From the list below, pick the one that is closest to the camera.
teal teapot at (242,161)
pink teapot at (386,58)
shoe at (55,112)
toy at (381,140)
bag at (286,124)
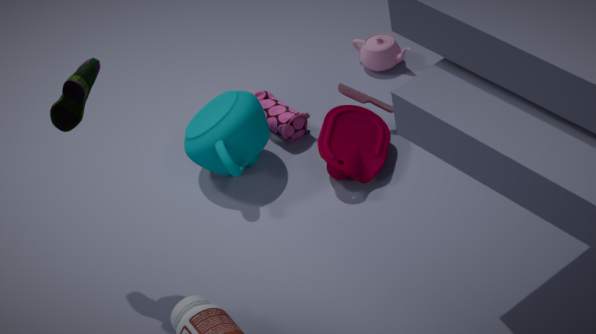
shoe at (55,112)
